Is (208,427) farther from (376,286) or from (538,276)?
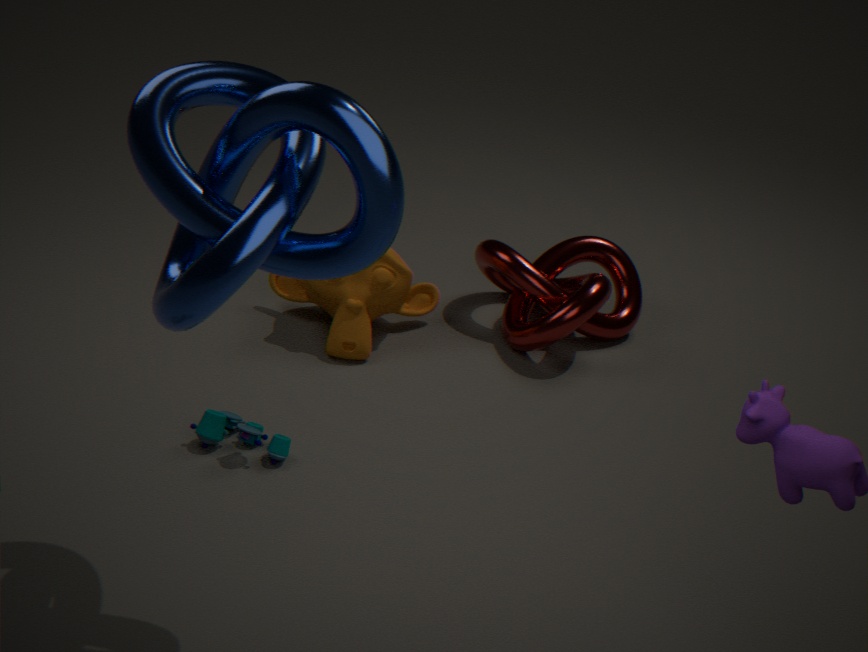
(538,276)
